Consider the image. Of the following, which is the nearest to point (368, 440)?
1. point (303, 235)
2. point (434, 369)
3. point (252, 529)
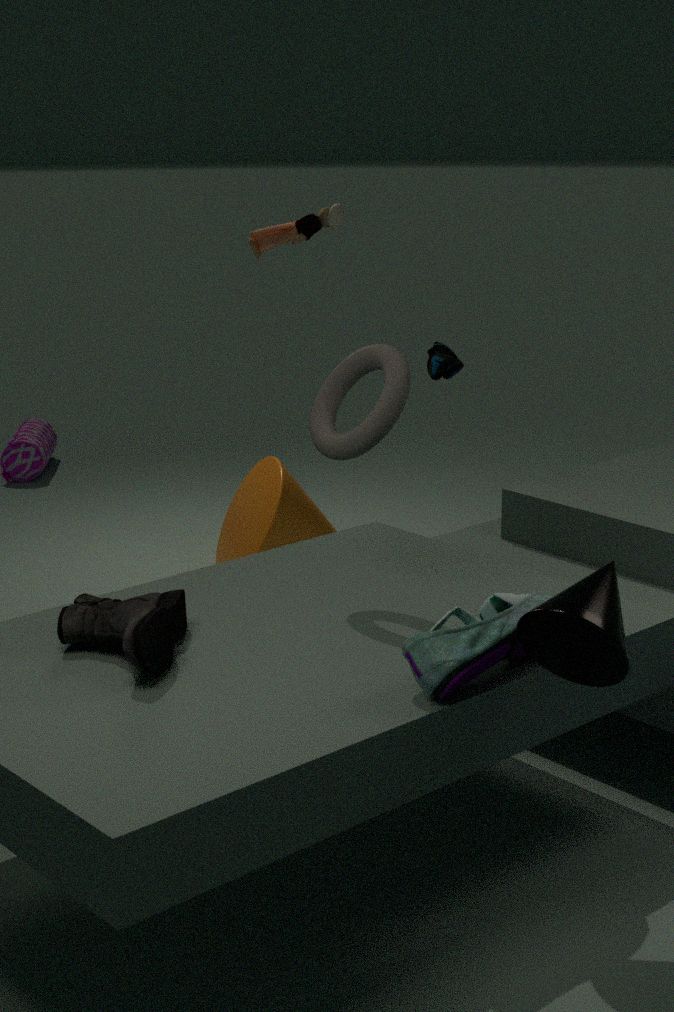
point (303, 235)
